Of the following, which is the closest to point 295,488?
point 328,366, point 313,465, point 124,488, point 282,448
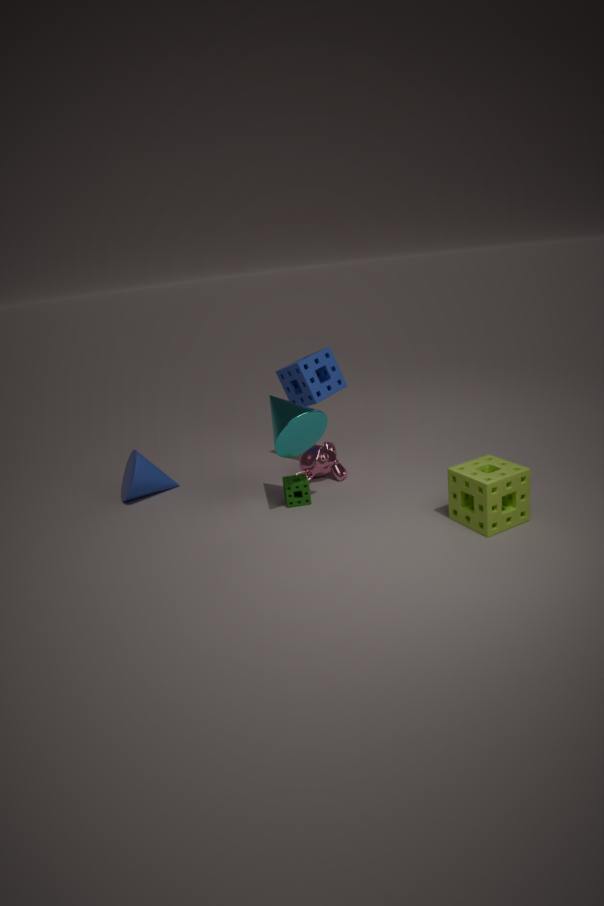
point 313,465
